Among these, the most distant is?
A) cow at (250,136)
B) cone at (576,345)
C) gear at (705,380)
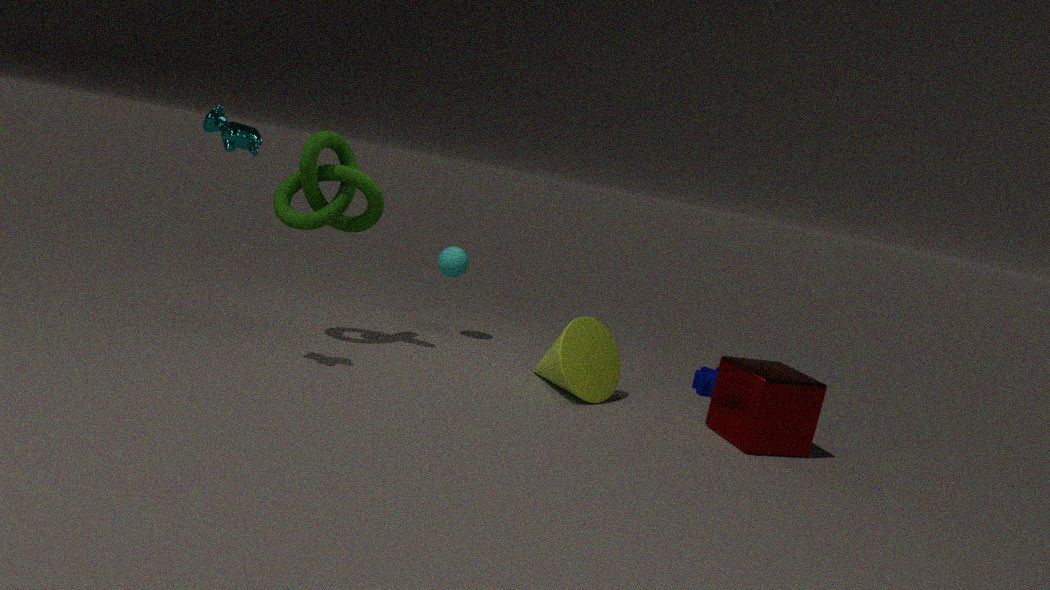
gear at (705,380)
